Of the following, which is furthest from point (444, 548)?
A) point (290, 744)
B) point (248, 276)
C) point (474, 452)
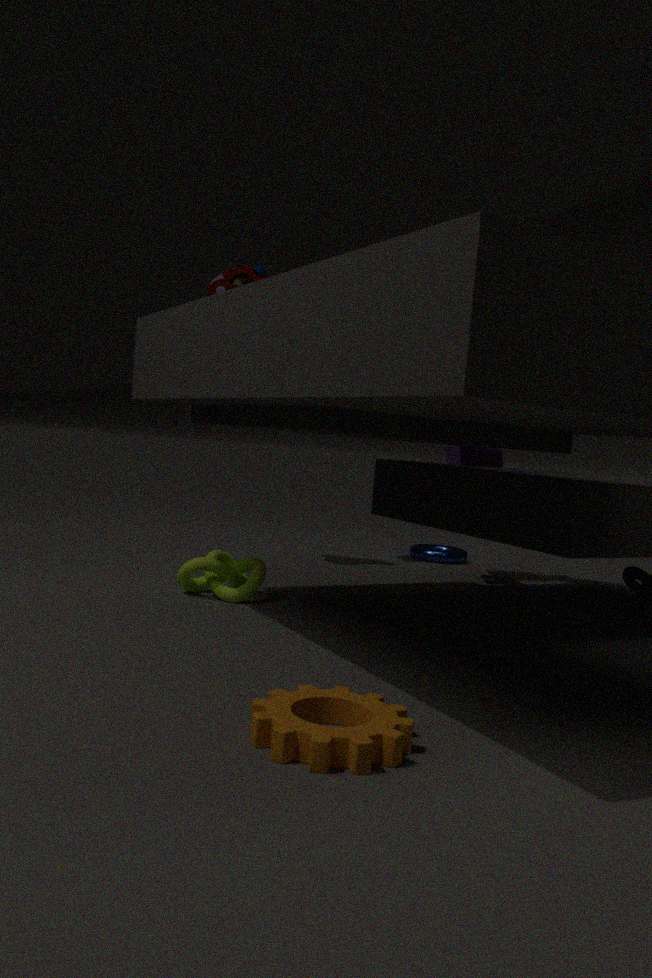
point (290, 744)
